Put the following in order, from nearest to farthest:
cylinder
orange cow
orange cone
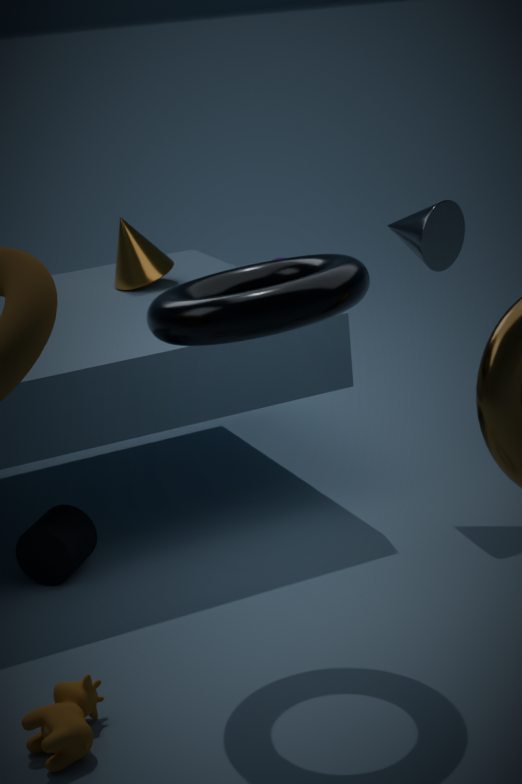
1. orange cow
2. cylinder
3. orange cone
